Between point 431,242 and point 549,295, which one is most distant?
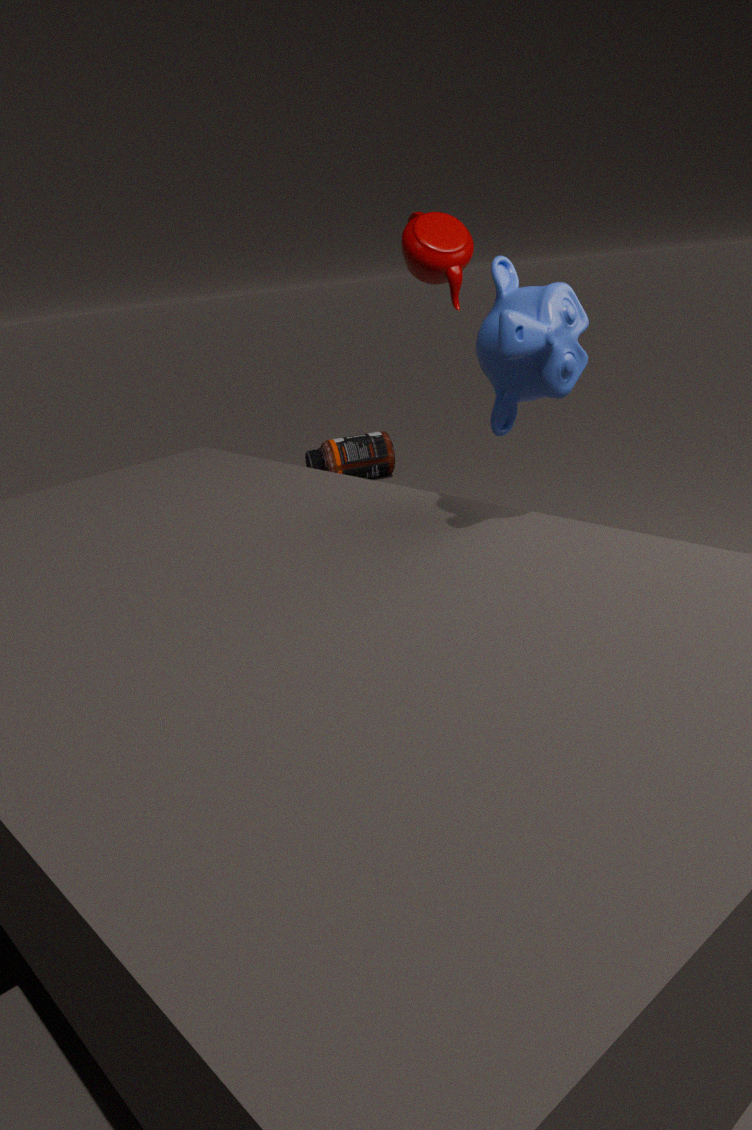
point 431,242
